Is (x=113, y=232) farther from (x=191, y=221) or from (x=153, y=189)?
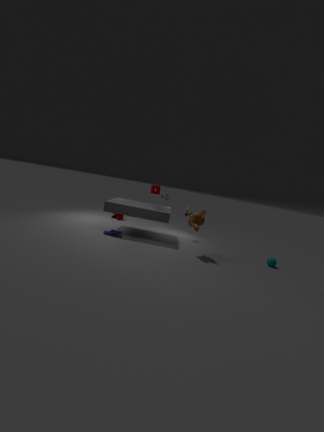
(x=191, y=221)
